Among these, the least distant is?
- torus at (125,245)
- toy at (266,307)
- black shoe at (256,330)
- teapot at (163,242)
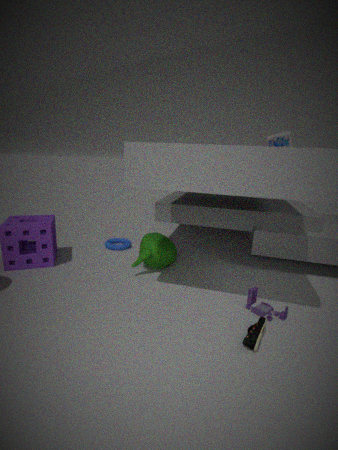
black shoe at (256,330)
